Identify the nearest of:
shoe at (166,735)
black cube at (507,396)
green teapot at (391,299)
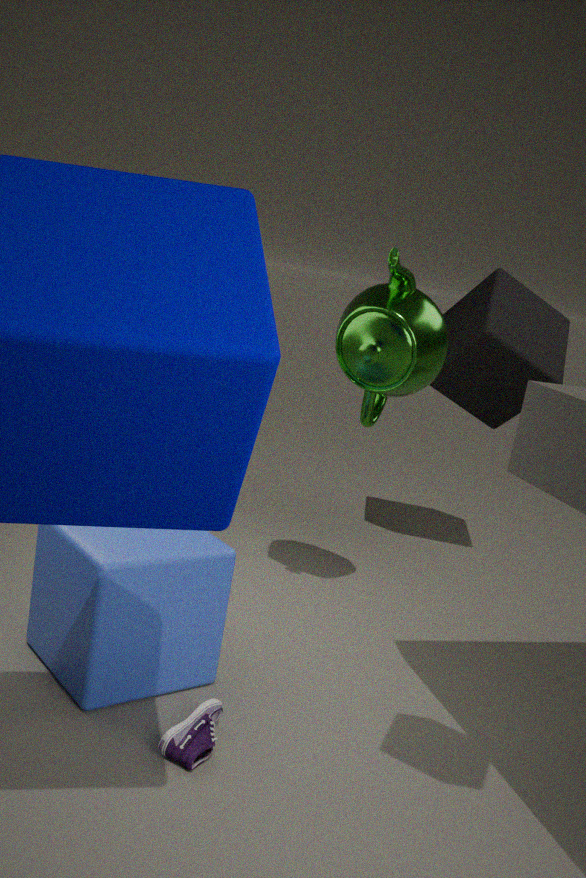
shoe at (166,735)
